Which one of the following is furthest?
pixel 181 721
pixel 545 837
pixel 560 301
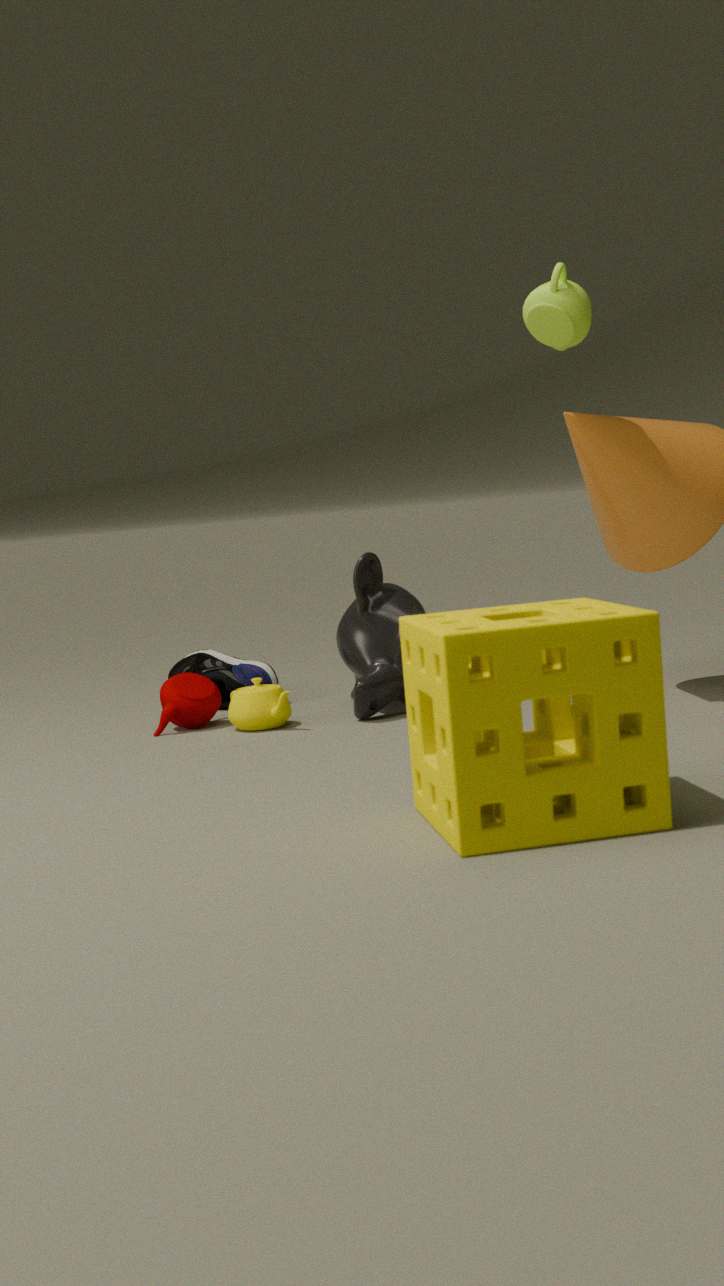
pixel 181 721
